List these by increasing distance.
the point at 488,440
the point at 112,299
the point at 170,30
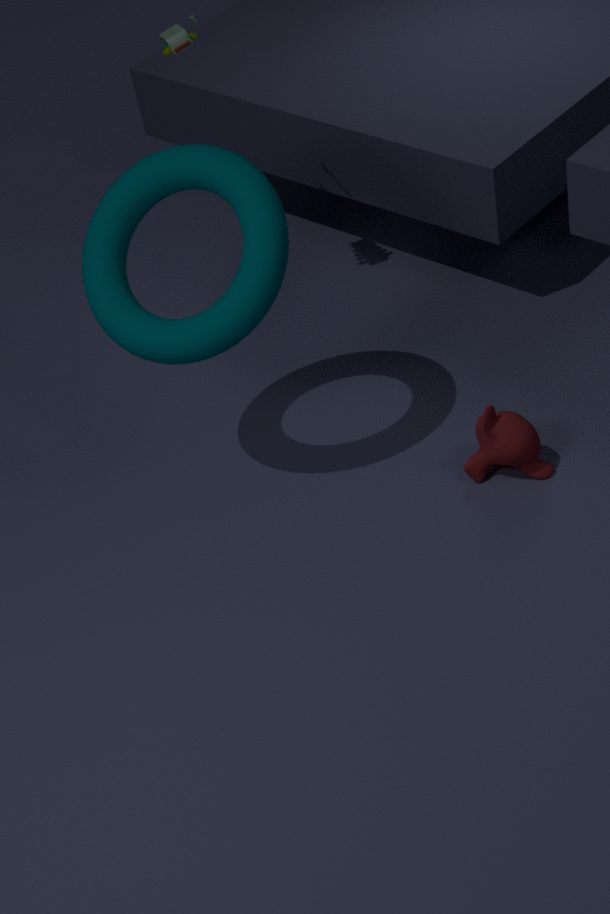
the point at 112,299
the point at 488,440
the point at 170,30
